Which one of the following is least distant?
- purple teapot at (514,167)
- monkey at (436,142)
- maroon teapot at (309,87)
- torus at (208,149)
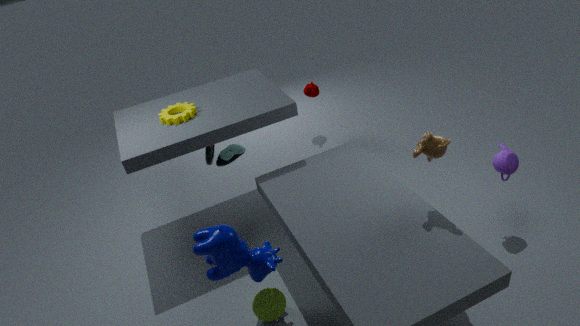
monkey at (436,142)
